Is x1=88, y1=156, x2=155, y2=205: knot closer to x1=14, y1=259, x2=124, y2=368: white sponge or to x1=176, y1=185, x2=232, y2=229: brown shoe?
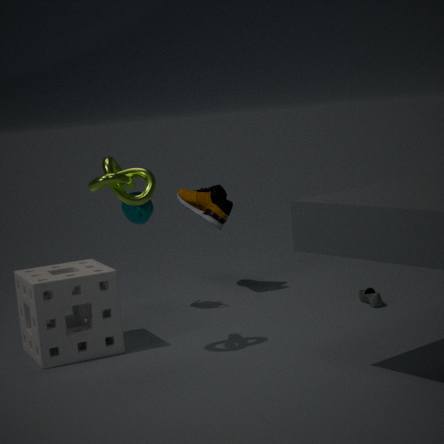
x1=14, y1=259, x2=124, y2=368: white sponge
